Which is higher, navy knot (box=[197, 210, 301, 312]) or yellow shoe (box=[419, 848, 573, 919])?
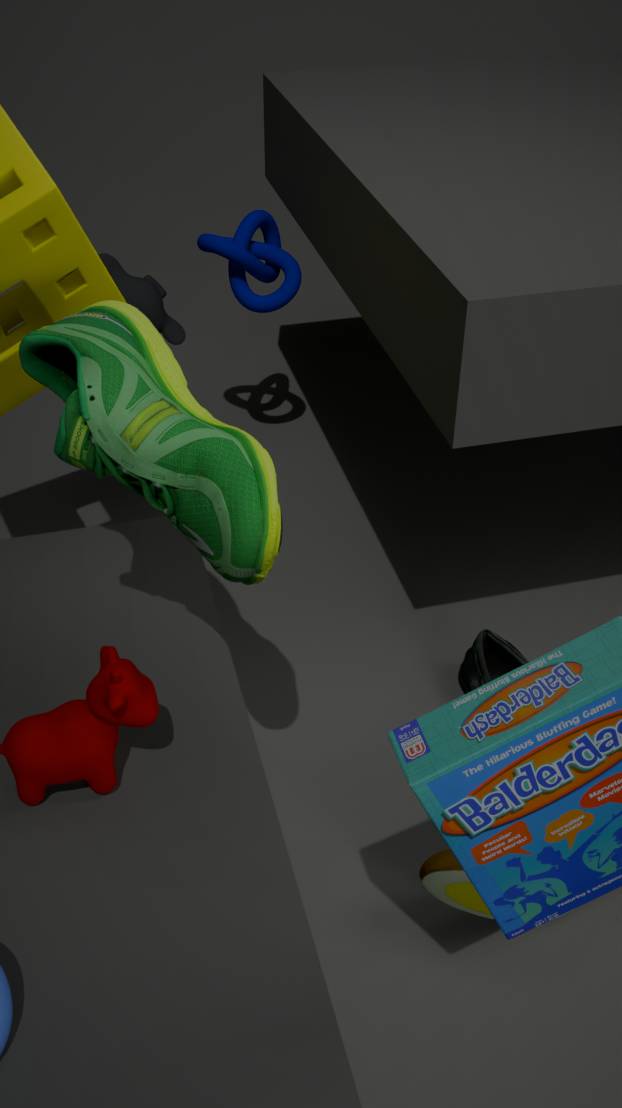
navy knot (box=[197, 210, 301, 312])
